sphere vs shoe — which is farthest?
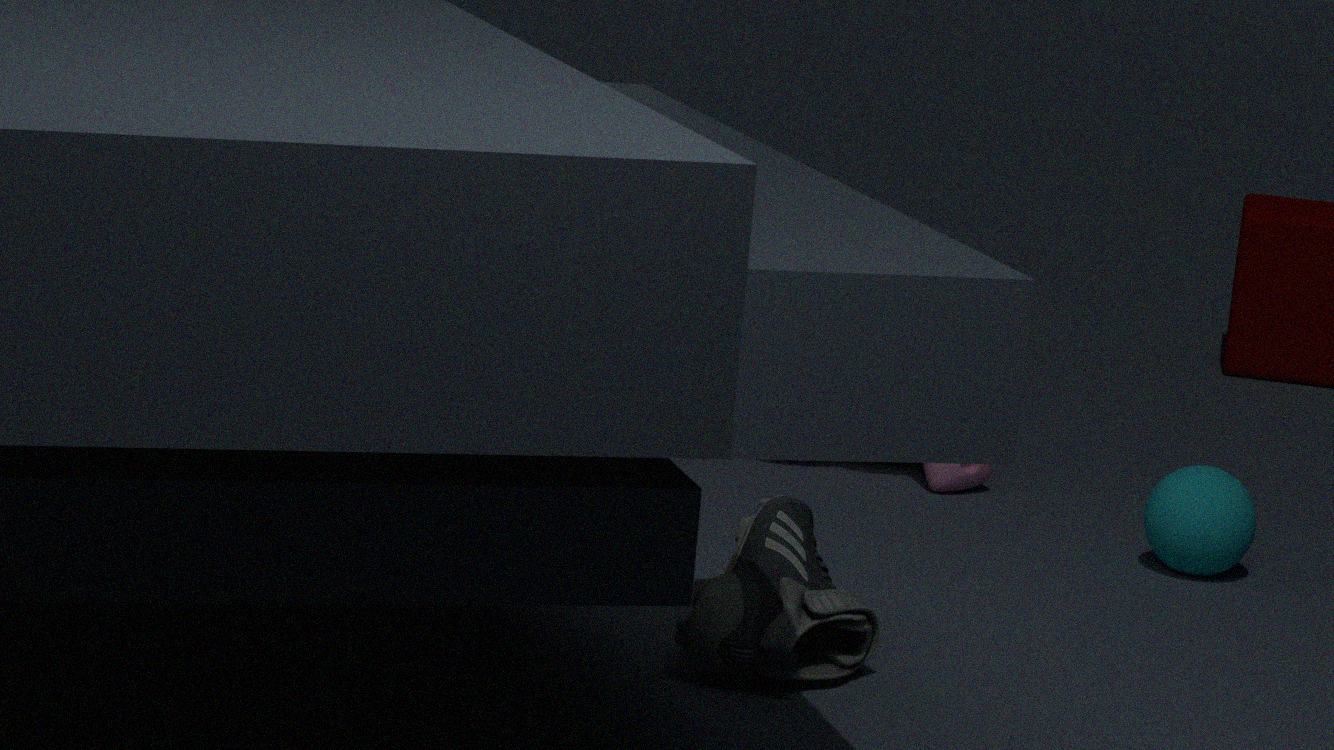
sphere
